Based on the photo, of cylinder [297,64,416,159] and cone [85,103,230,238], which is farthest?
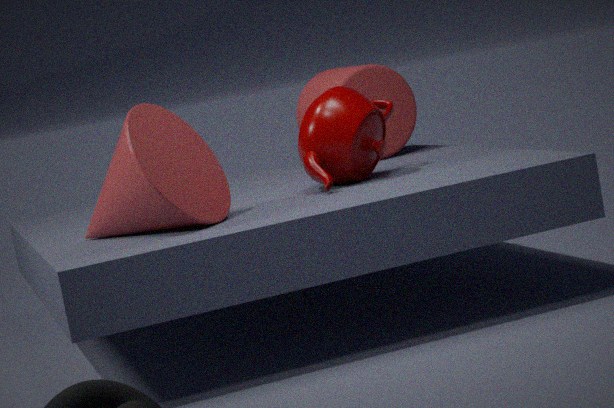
cylinder [297,64,416,159]
